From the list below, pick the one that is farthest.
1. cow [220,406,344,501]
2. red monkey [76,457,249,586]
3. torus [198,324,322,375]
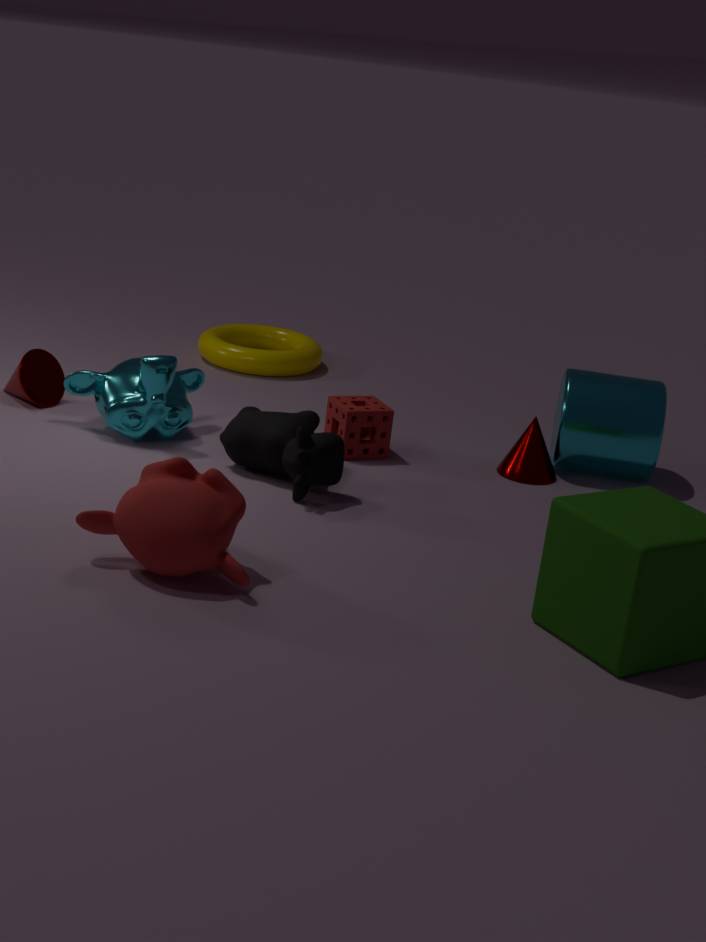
torus [198,324,322,375]
